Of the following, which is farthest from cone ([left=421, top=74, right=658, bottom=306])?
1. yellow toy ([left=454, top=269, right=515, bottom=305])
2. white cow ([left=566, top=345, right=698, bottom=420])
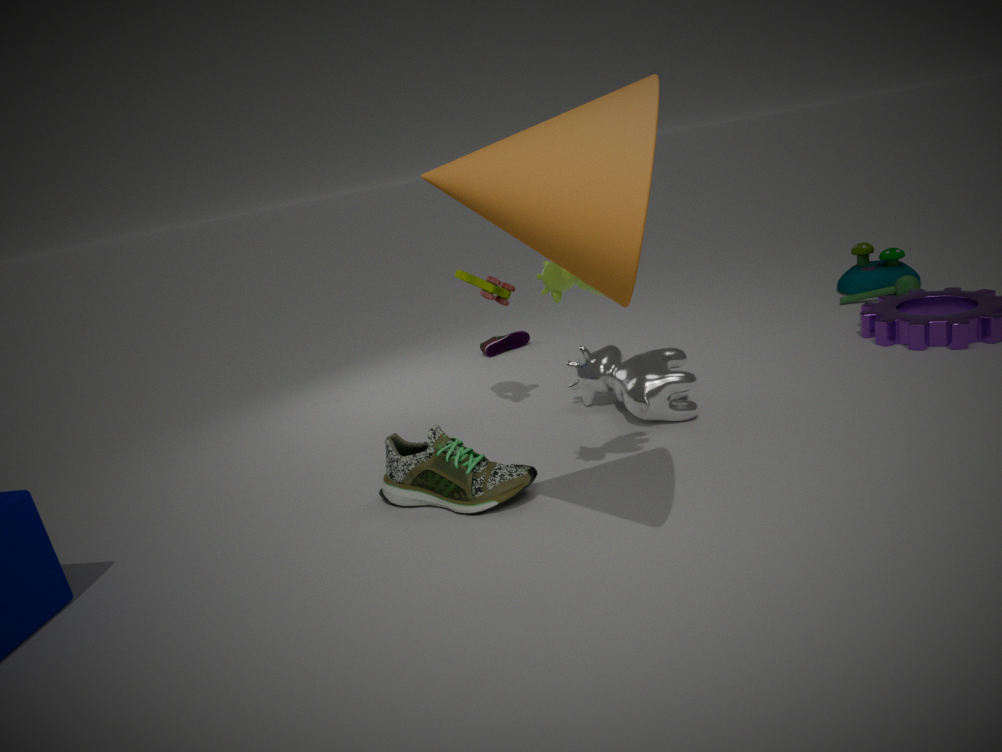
yellow toy ([left=454, top=269, right=515, bottom=305])
